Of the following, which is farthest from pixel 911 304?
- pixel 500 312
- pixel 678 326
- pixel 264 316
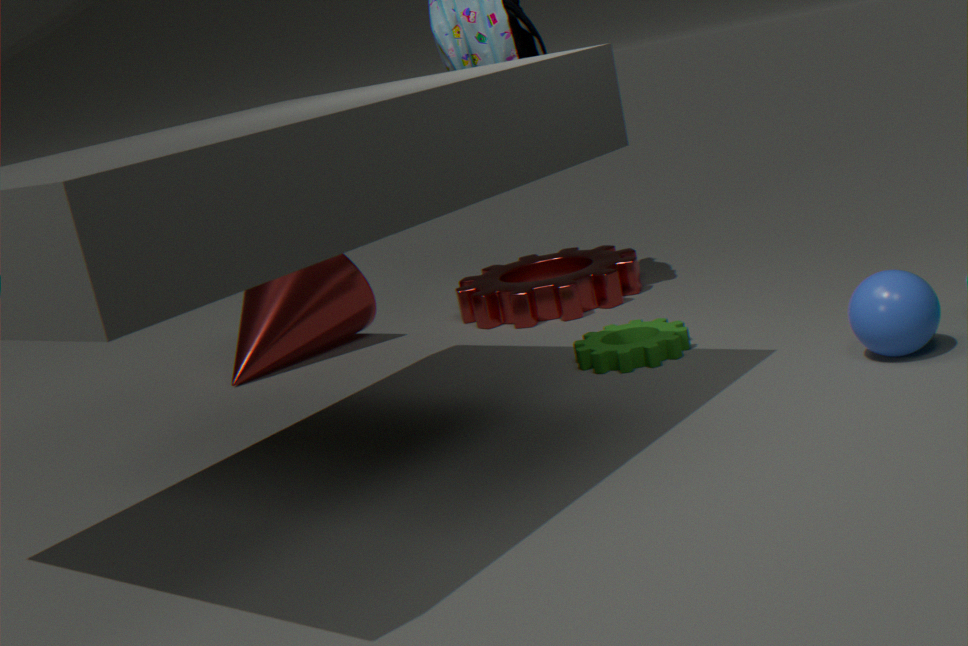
pixel 264 316
